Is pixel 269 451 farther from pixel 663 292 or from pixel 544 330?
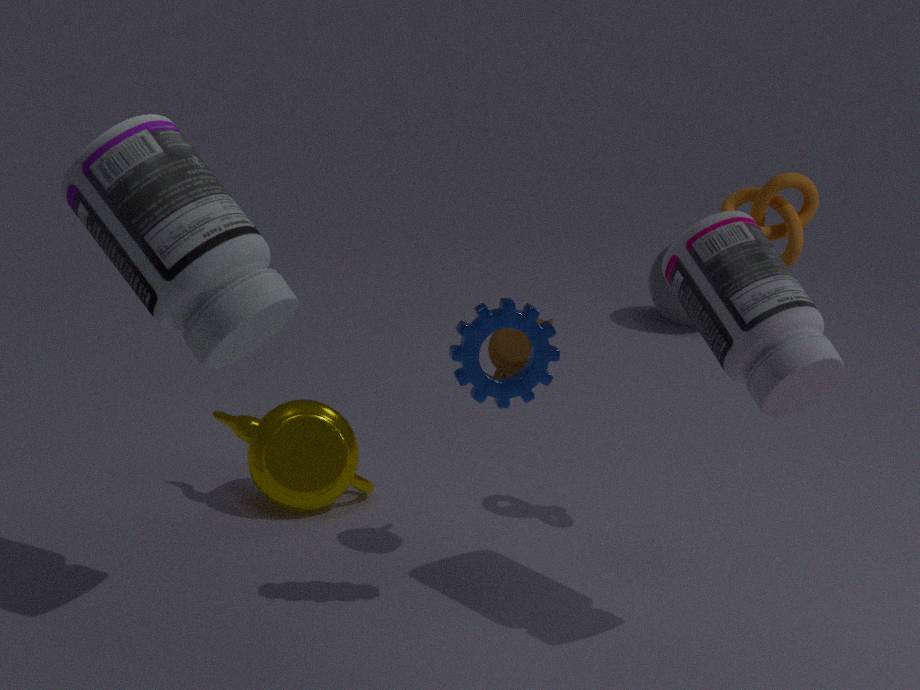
pixel 663 292
